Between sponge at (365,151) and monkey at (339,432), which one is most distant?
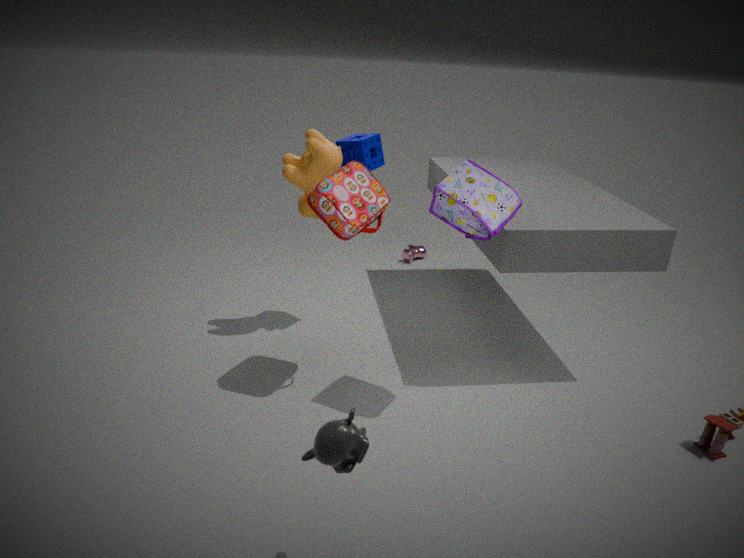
sponge at (365,151)
